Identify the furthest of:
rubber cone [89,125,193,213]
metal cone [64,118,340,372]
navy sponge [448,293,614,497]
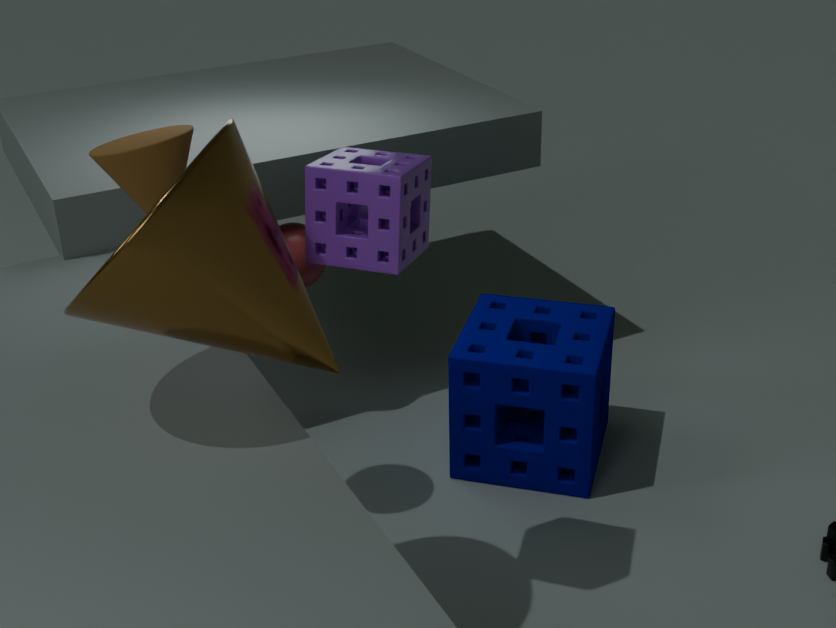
navy sponge [448,293,614,497]
